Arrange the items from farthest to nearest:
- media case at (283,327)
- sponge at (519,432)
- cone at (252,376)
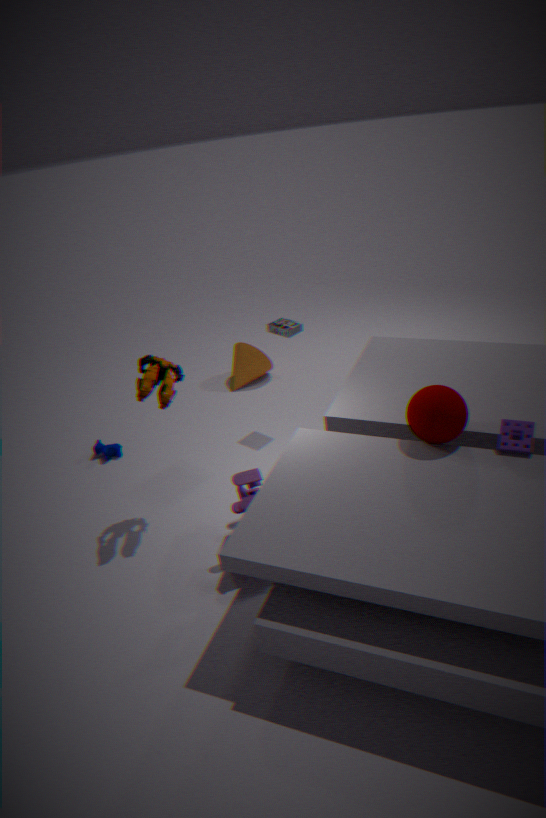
cone at (252,376)
media case at (283,327)
sponge at (519,432)
